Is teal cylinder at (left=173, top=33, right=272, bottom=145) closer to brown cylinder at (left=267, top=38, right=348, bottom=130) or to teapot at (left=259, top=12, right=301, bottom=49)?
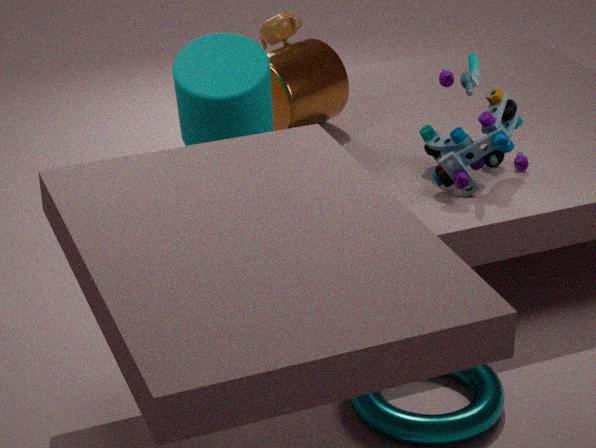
brown cylinder at (left=267, top=38, right=348, bottom=130)
